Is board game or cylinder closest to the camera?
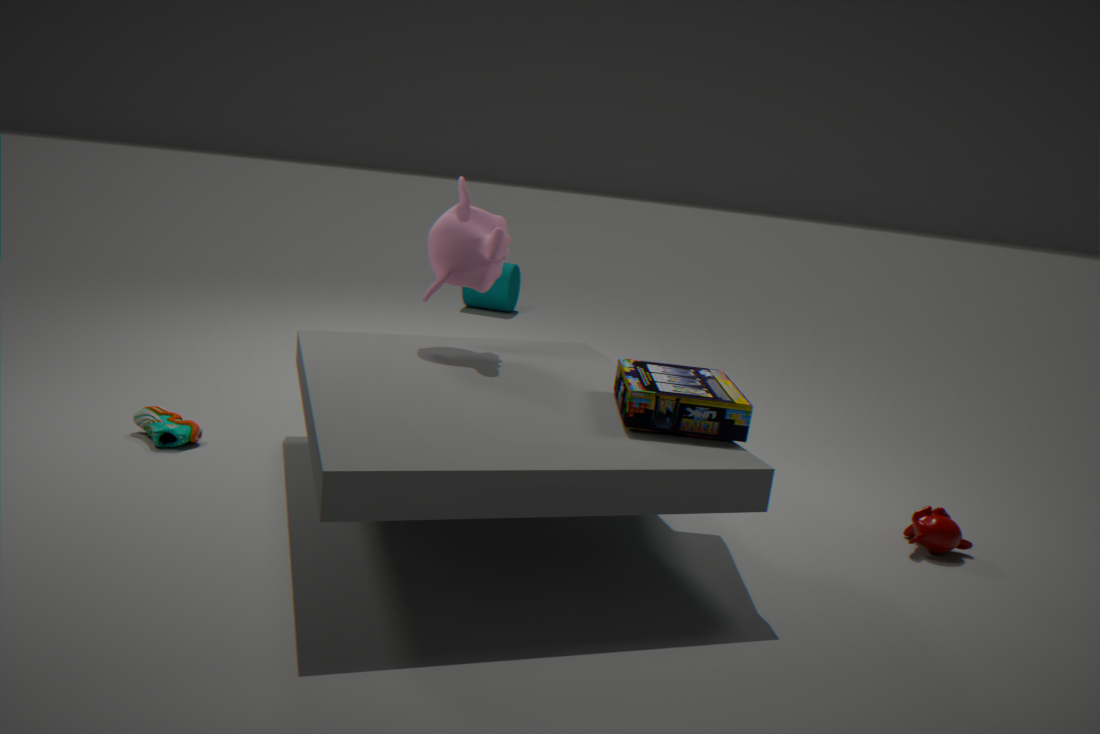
board game
